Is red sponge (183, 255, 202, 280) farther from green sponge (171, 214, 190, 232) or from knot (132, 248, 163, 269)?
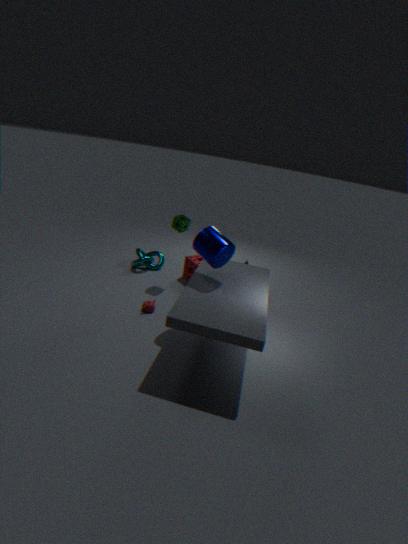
green sponge (171, 214, 190, 232)
